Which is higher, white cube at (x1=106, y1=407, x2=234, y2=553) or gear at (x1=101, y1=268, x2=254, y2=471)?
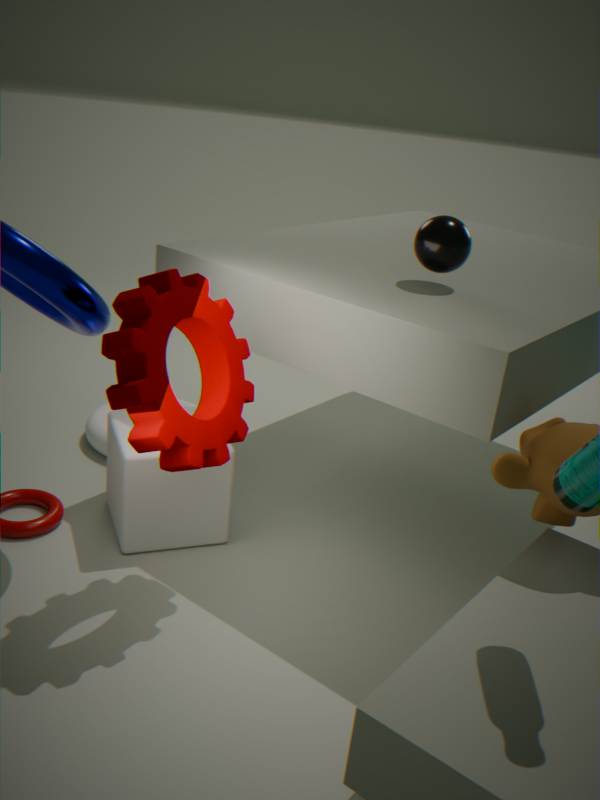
gear at (x1=101, y1=268, x2=254, y2=471)
